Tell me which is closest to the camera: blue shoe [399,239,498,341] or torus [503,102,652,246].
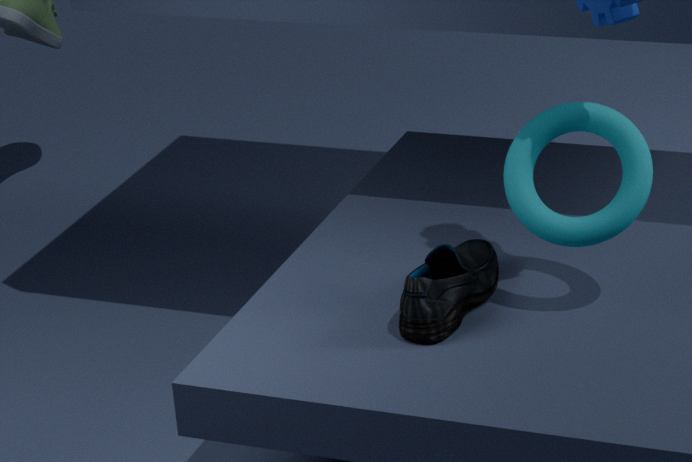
torus [503,102,652,246]
